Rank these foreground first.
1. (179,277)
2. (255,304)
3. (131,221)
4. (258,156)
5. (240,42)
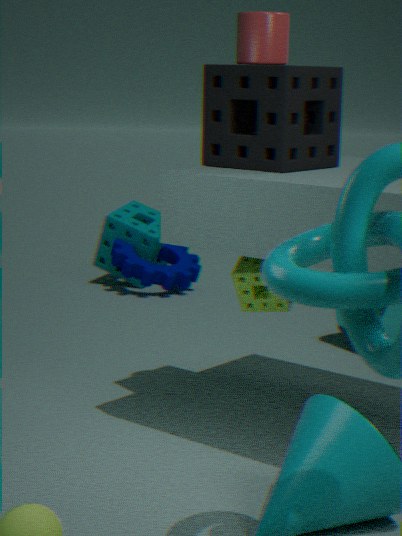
(258,156), (240,42), (255,304), (179,277), (131,221)
